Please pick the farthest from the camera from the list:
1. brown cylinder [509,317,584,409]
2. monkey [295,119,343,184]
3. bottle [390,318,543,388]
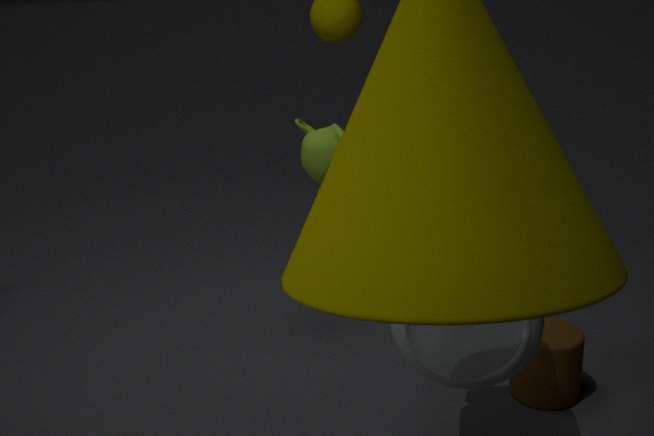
monkey [295,119,343,184]
